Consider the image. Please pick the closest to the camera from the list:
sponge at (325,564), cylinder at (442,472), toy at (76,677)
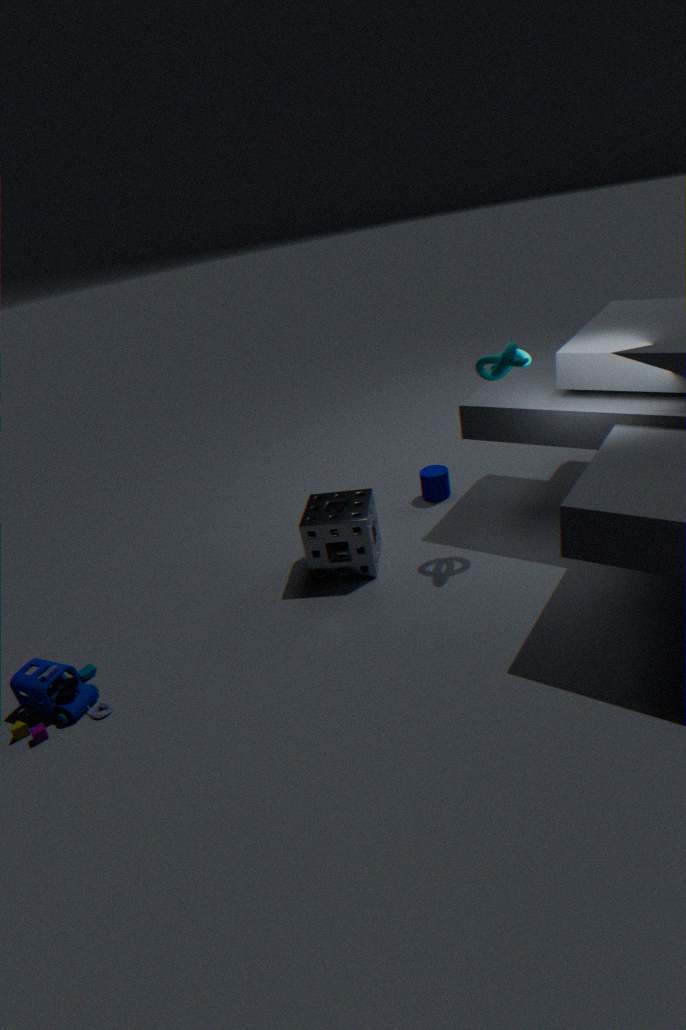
toy at (76,677)
